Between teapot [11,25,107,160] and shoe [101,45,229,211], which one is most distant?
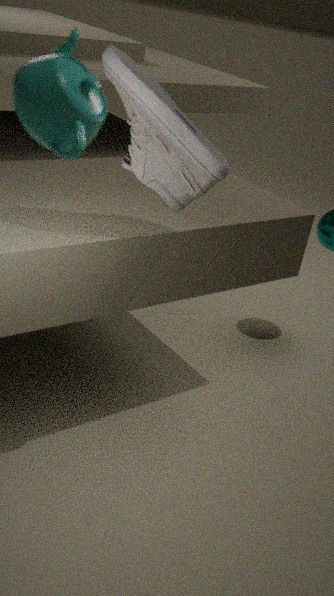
shoe [101,45,229,211]
